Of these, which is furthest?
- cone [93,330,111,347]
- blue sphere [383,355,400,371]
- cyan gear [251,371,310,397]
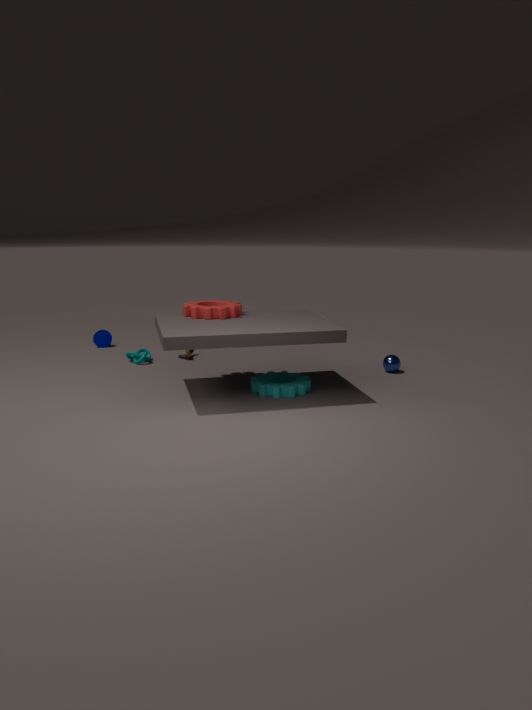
cone [93,330,111,347]
